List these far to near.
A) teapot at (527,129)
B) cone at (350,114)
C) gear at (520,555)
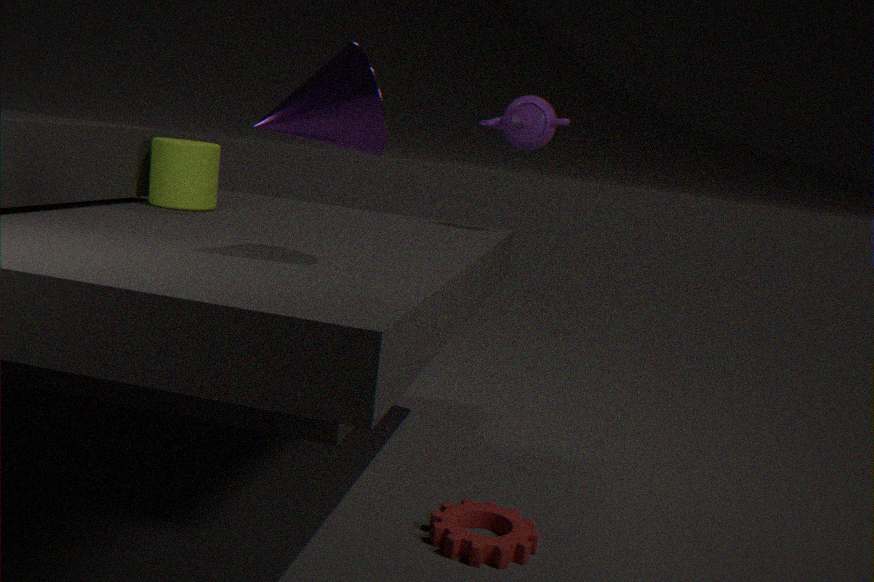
teapot at (527,129) → gear at (520,555) → cone at (350,114)
